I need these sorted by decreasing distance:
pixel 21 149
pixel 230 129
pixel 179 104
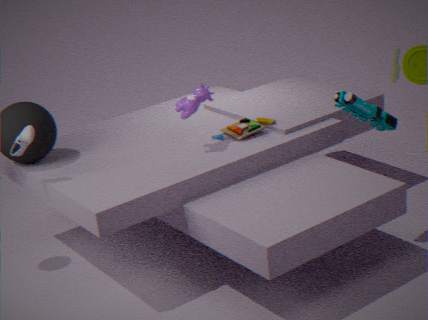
pixel 230 129 < pixel 179 104 < pixel 21 149
